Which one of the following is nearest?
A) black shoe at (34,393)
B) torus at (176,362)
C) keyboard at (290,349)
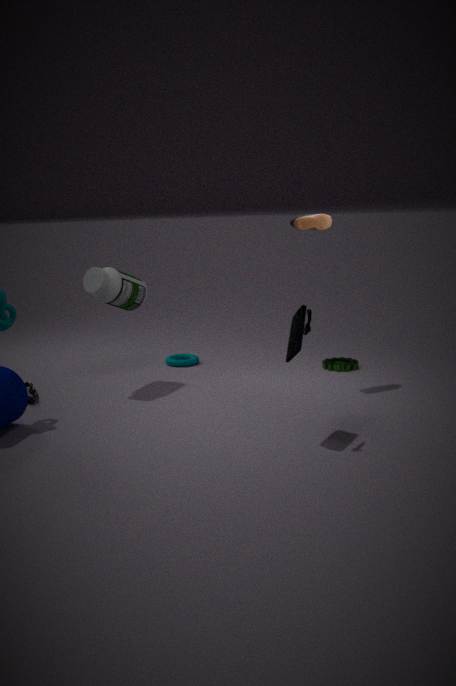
keyboard at (290,349)
